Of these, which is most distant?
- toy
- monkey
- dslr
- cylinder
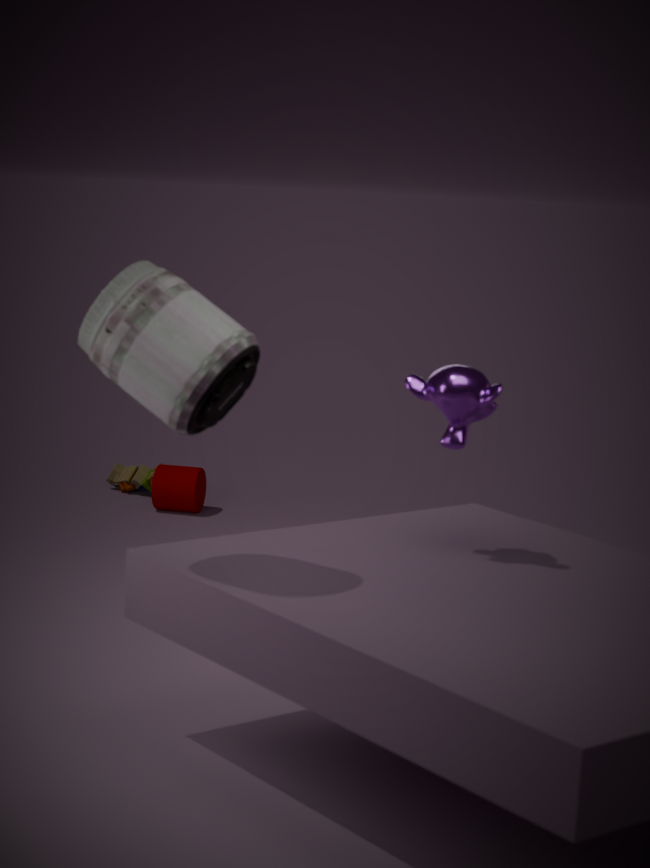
toy
